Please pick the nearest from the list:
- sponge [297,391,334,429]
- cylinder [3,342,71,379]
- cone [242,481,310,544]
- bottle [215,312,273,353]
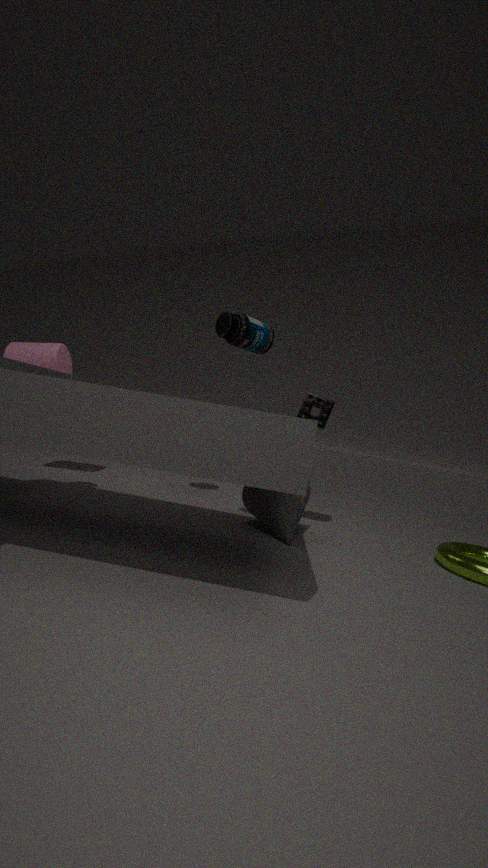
bottle [215,312,273,353]
